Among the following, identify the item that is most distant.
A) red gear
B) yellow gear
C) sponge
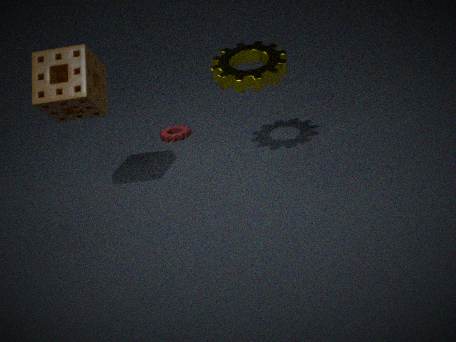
red gear
